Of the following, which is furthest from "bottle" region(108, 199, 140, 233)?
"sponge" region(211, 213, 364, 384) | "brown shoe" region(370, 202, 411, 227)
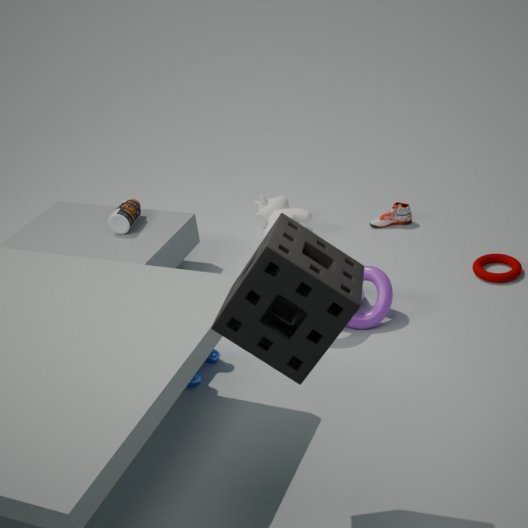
"sponge" region(211, 213, 364, 384)
